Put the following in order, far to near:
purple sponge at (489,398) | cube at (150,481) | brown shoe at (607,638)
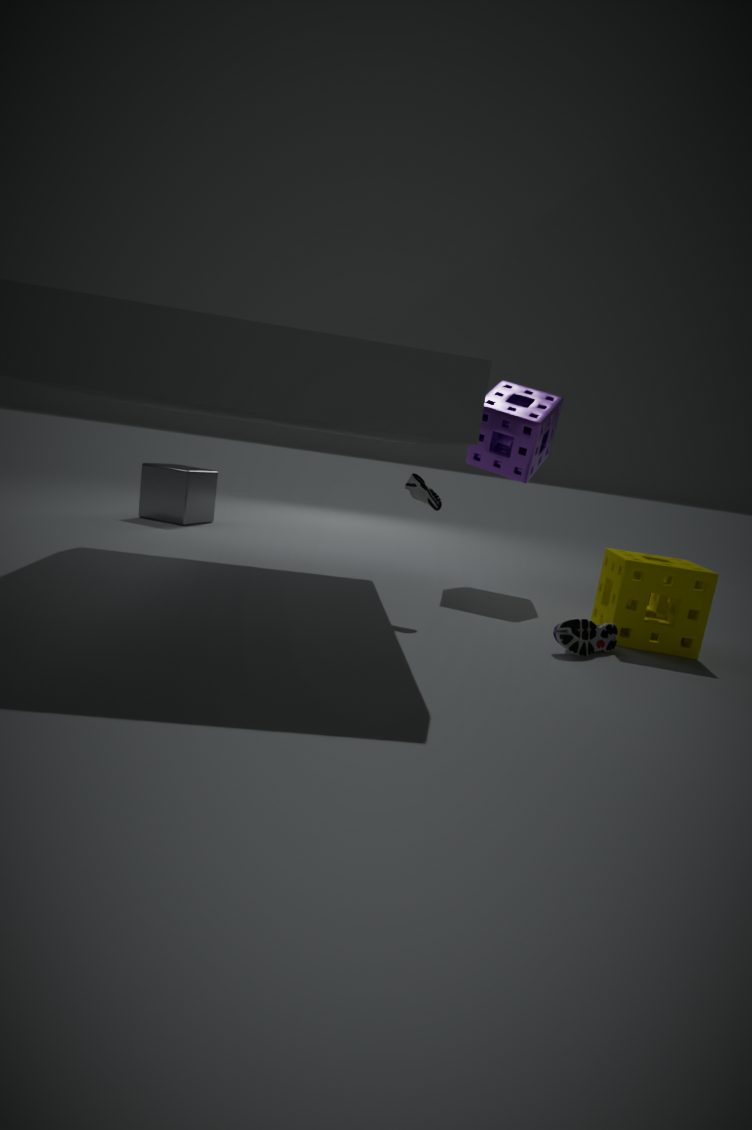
cube at (150,481) → purple sponge at (489,398) → brown shoe at (607,638)
